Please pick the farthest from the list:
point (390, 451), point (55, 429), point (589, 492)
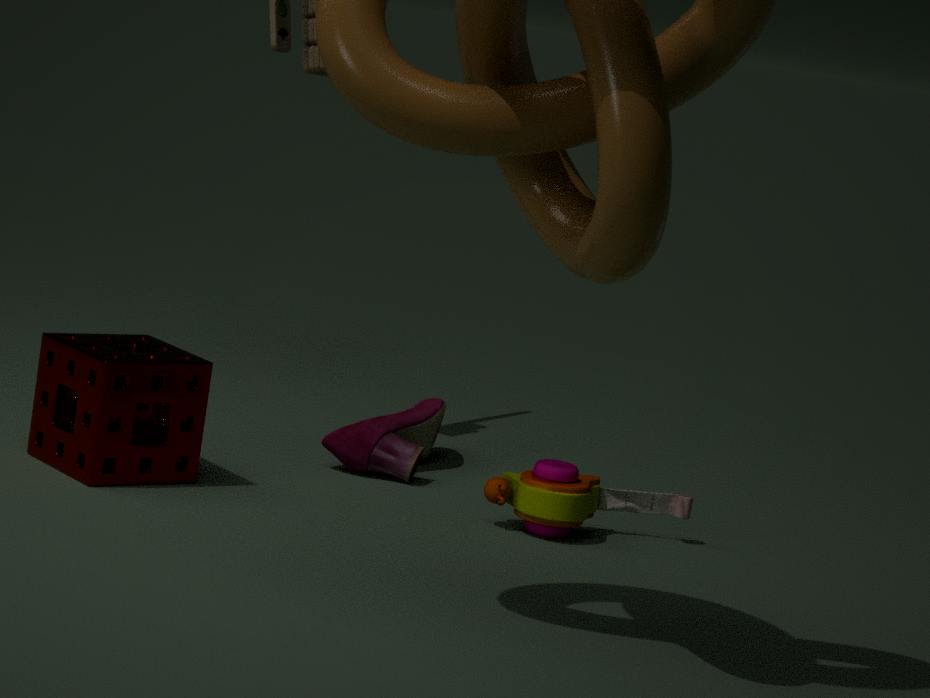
point (390, 451)
